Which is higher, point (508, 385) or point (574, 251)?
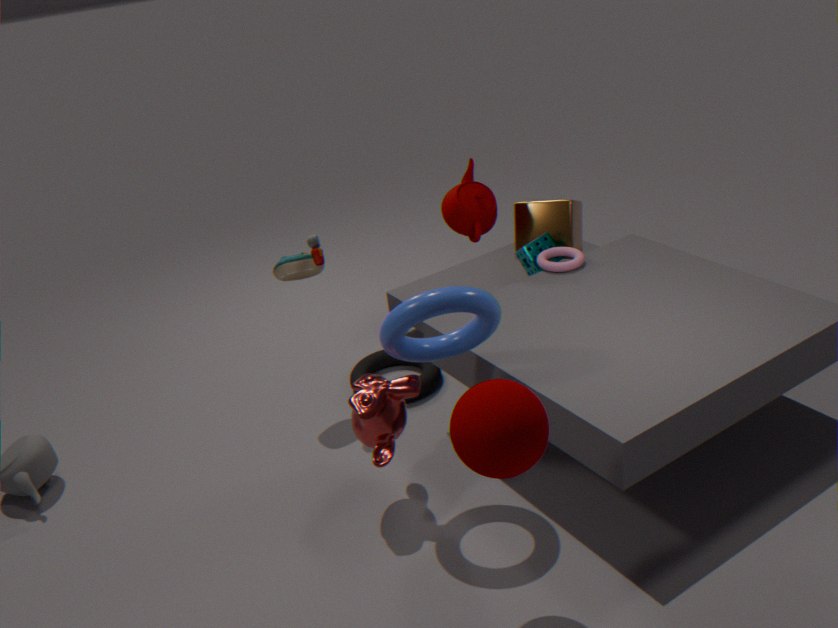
point (508, 385)
